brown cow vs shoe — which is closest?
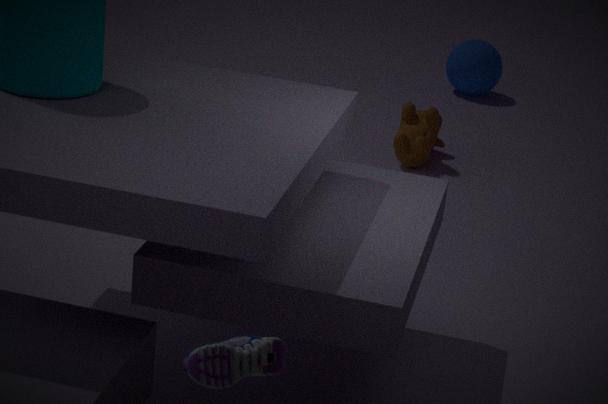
shoe
